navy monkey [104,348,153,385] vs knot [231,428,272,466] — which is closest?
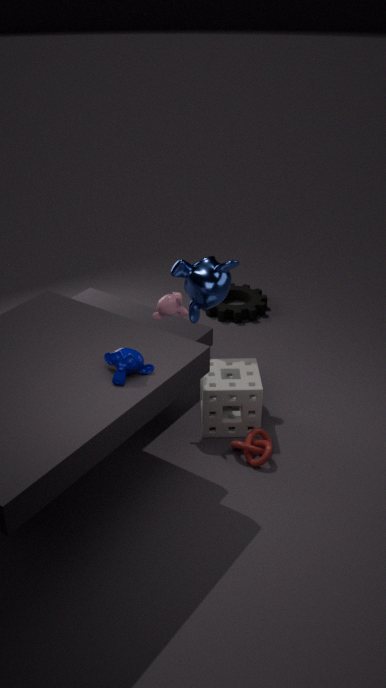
navy monkey [104,348,153,385]
